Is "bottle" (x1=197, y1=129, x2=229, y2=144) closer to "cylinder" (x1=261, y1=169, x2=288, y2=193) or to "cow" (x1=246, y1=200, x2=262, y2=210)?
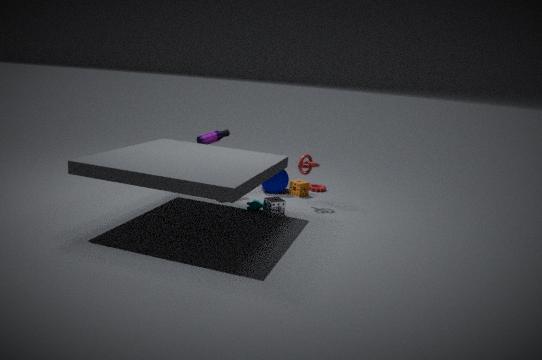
"cylinder" (x1=261, y1=169, x2=288, y2=193)
